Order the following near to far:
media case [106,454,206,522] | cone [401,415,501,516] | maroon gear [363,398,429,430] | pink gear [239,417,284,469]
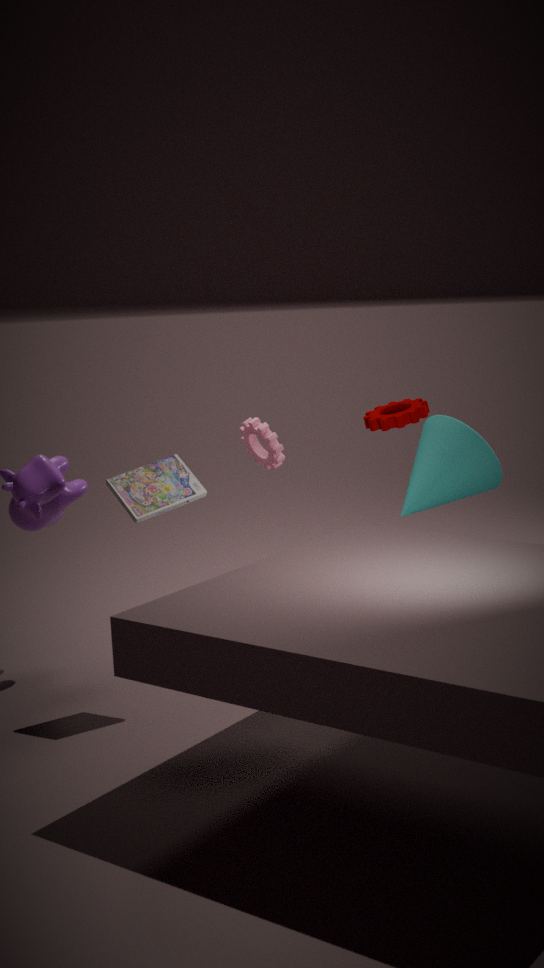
media case [106,454,206,522] < maroon gear [363,398,429,430] < cone [401,415,501,516] < pink gear [239,417,284,469]
